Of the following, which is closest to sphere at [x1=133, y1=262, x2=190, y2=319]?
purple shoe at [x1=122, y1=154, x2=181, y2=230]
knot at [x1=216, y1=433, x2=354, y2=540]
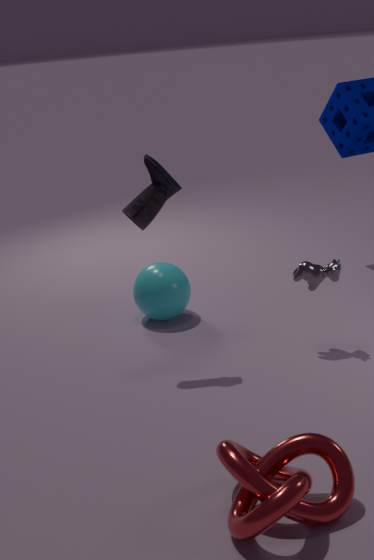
purple shoe at [x1=122, y1=154, x2=181, y2=230]
